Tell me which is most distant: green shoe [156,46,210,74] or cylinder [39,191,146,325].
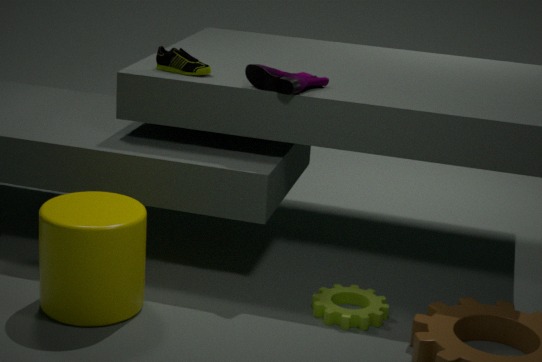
green shoe [156,46,210,74]
